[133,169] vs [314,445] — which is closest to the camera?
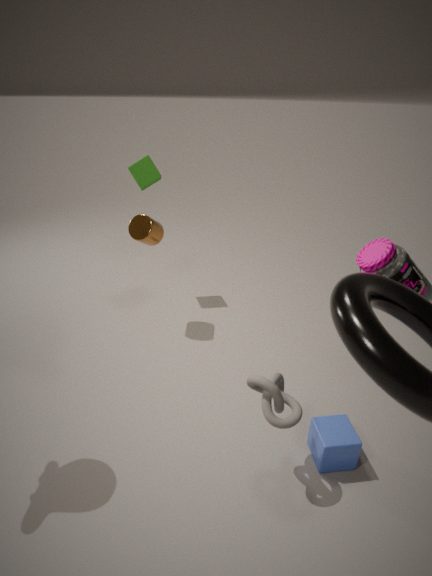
[314,445]
